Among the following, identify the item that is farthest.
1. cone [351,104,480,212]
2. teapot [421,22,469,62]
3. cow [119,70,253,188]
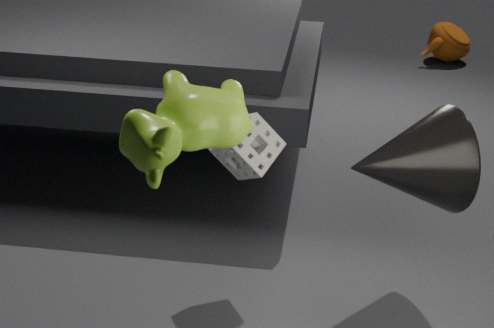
teapot [421,22,469,62]
